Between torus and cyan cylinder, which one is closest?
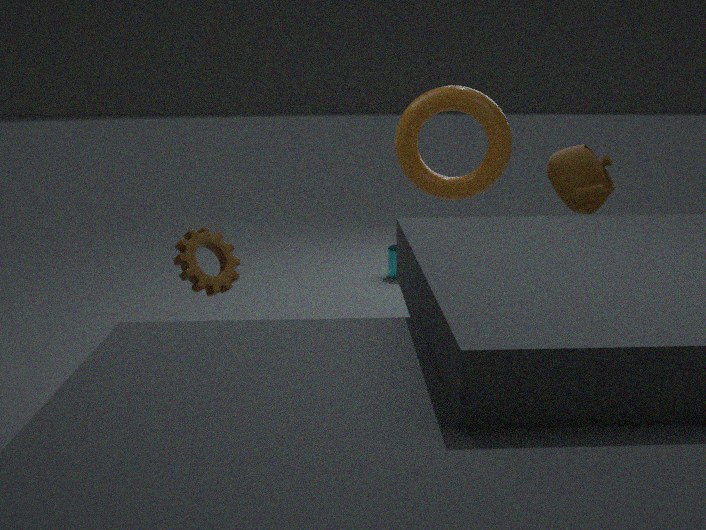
torus
